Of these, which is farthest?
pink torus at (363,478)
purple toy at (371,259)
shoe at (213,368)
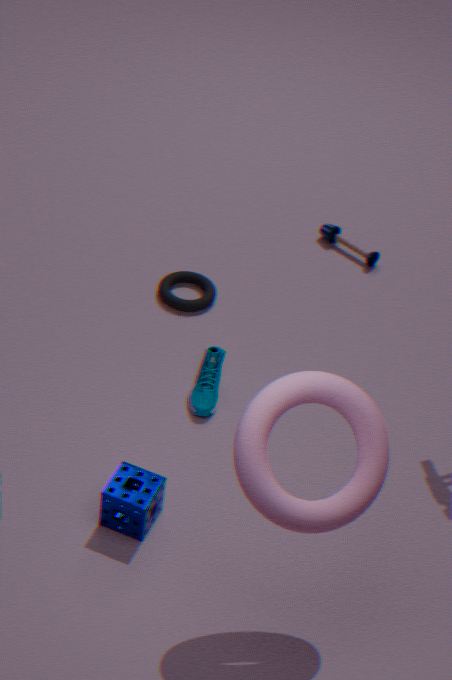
purple toy at (371,259)
